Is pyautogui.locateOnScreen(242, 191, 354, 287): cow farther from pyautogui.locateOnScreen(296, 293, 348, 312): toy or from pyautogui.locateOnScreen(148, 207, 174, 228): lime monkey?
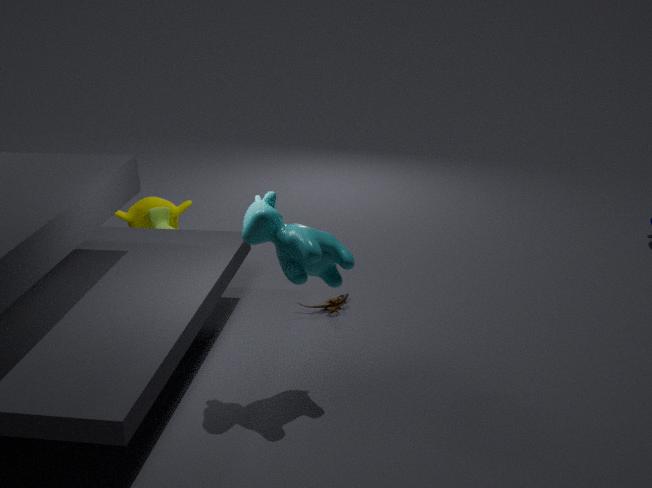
pyautogui.locateOnScreen(148, 207, 174, 228): lime monkey
